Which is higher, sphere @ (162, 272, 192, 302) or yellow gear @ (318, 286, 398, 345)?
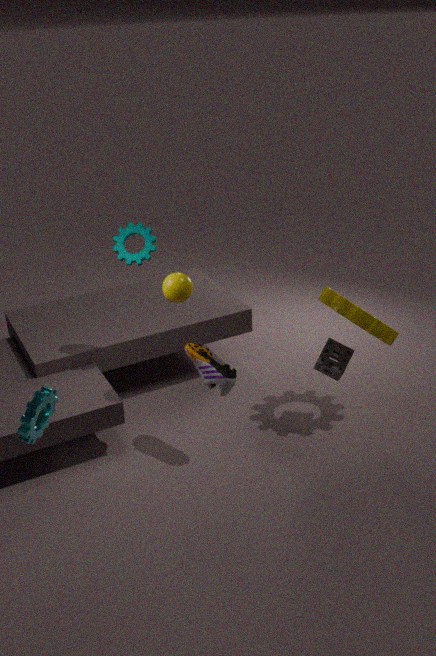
sphere @ (162, 272, 192, 302)
